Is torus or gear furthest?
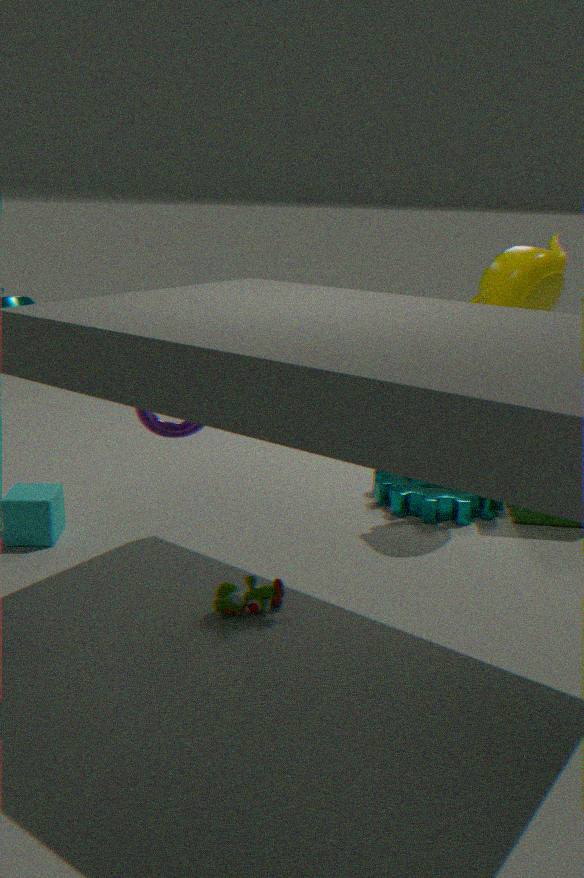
gear
